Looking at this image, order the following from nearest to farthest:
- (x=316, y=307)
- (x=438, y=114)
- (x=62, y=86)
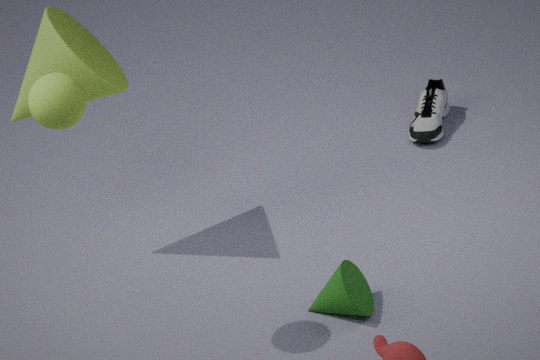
(x=62, y=86) → (x=316, y=307) → (x=438, y=114)
